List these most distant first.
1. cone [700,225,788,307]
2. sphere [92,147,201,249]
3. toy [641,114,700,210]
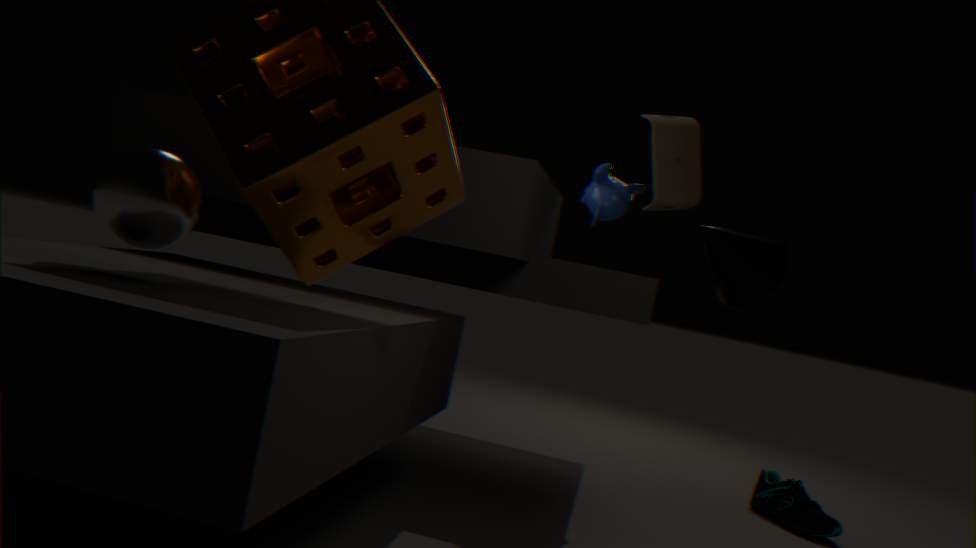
toy [641,114,700,210], cone [700,225,788,307], sphere [92,147,201,249]
